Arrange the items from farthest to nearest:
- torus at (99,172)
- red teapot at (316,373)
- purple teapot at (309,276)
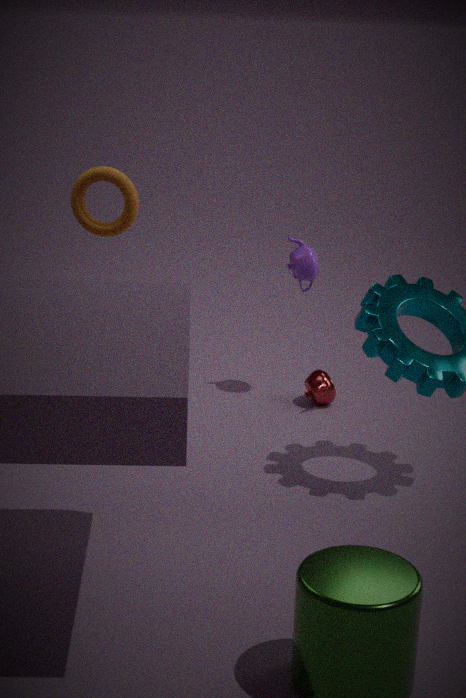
1. red teapot at (316,373)
2. purple teapot at (309,276)
3. torus at (99,172)
